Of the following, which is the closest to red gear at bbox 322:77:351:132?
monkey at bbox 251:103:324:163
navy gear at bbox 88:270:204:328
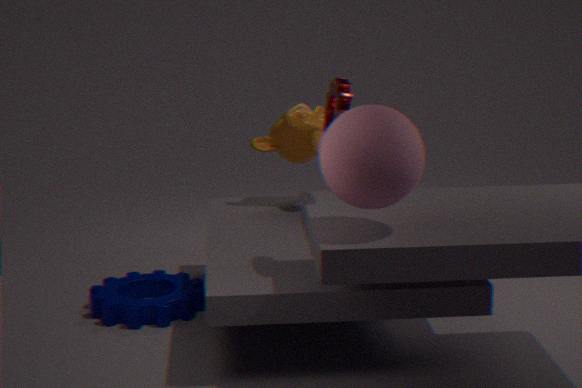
monkey at bbox 251:103:324:163
